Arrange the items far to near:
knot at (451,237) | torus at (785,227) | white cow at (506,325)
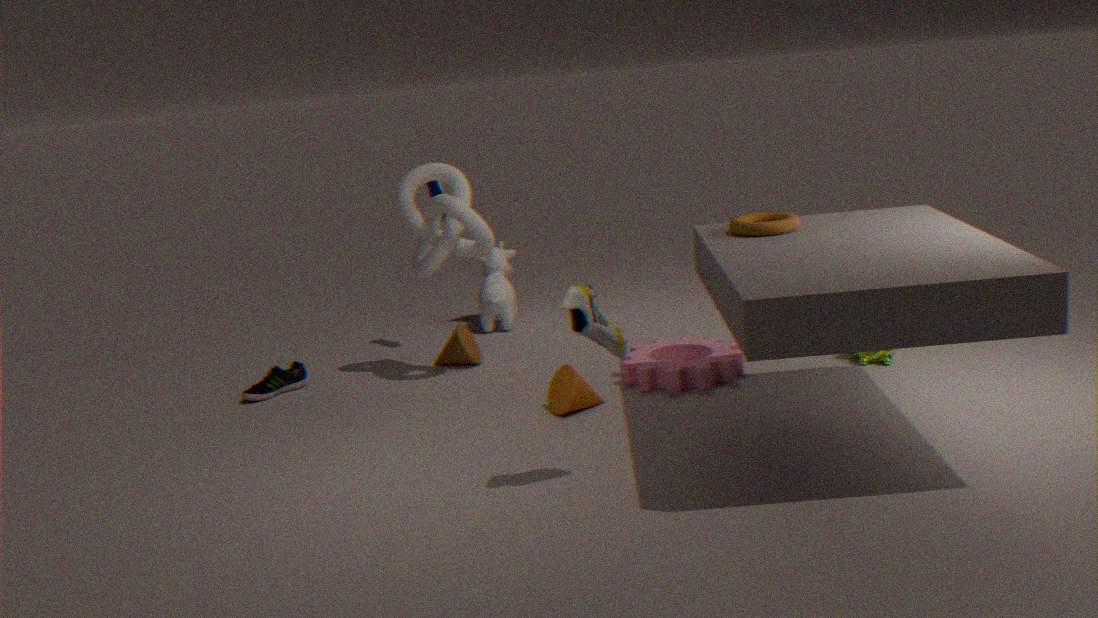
white cow at (506,325), knot at (451,237), torus at (785,227)
